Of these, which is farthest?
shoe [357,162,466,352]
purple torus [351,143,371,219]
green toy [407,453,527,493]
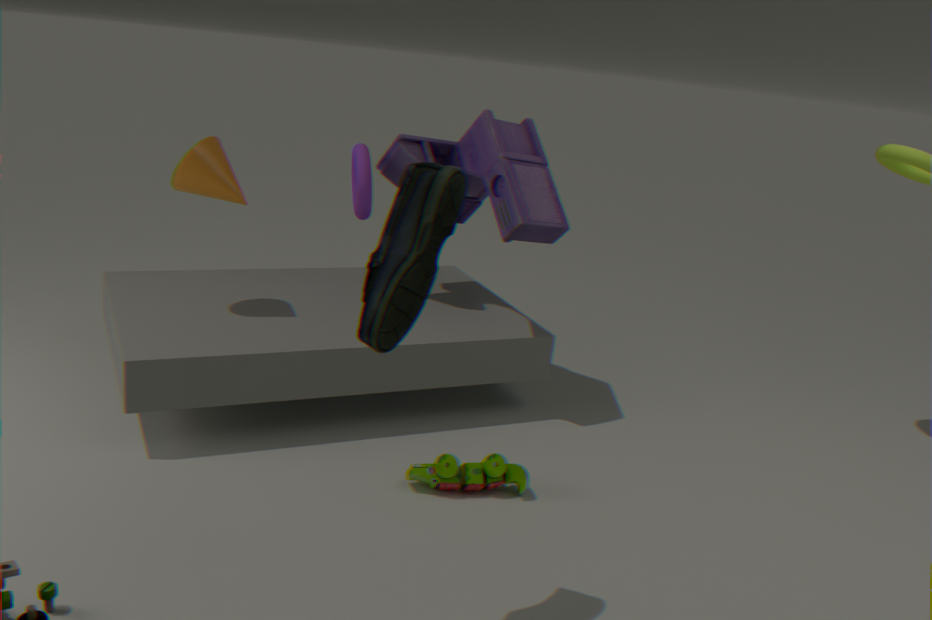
purple torus [351,143,371,219]
